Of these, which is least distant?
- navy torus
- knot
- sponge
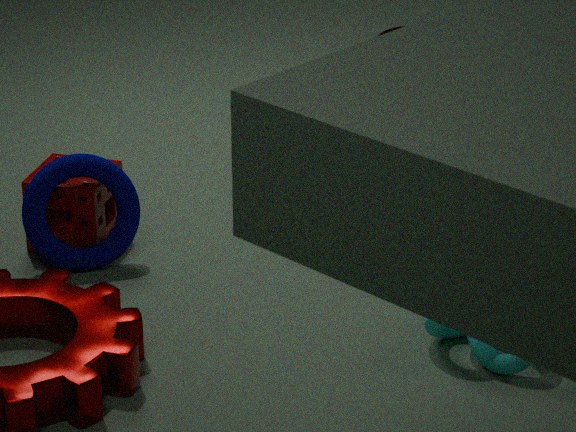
knot
